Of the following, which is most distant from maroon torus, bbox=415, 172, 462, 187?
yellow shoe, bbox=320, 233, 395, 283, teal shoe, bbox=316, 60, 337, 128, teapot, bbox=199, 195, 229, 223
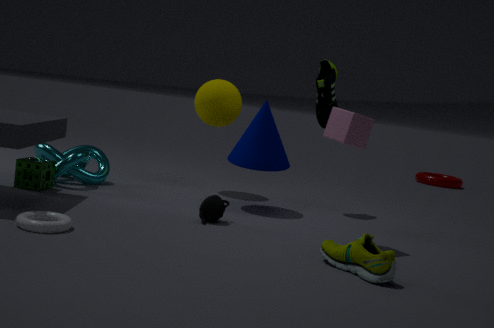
yellow shoe, bbox=320, 233, 395, 283
